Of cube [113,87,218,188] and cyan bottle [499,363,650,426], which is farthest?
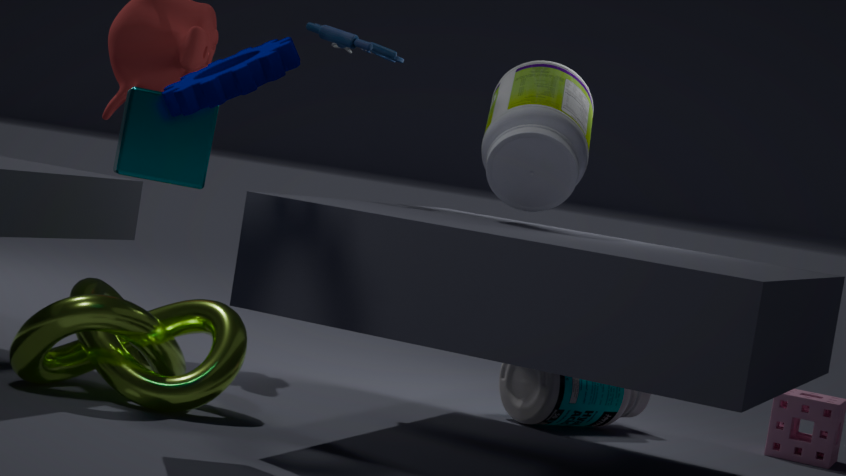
cyan bottle [499,363,650,426]
